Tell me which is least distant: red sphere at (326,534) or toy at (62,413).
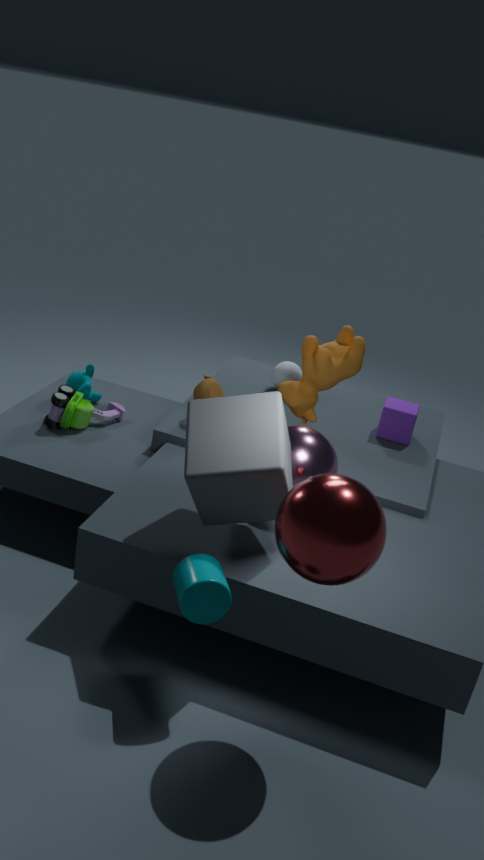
red sphere at (326,534)
